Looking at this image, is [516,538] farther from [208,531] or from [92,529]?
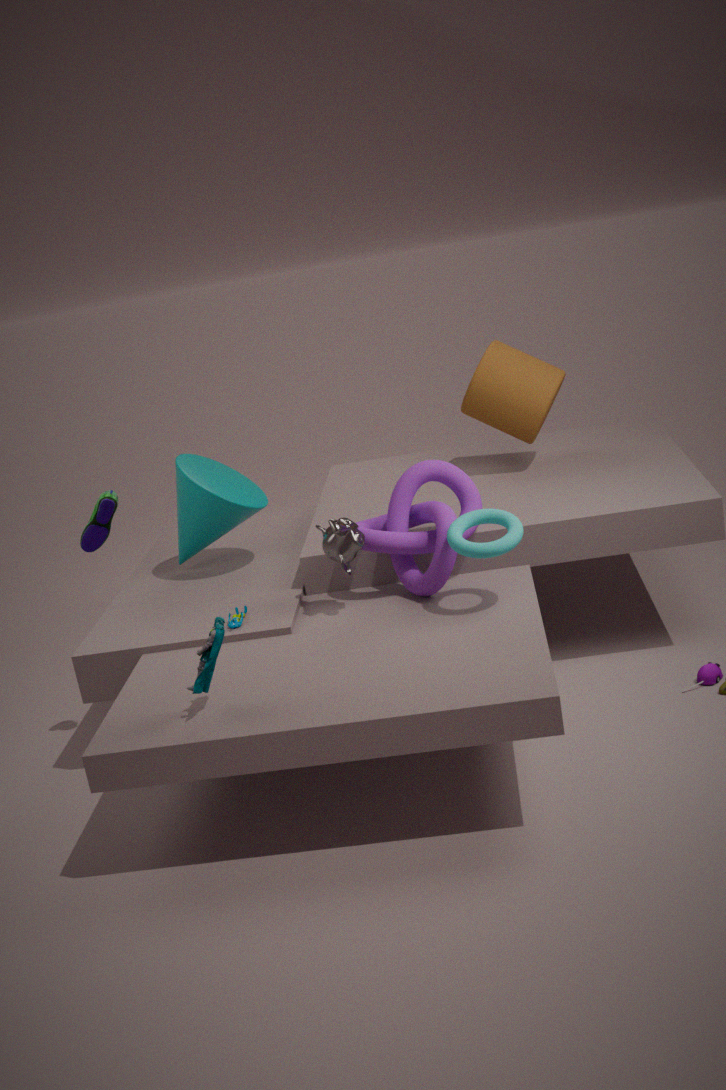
[92,529]
